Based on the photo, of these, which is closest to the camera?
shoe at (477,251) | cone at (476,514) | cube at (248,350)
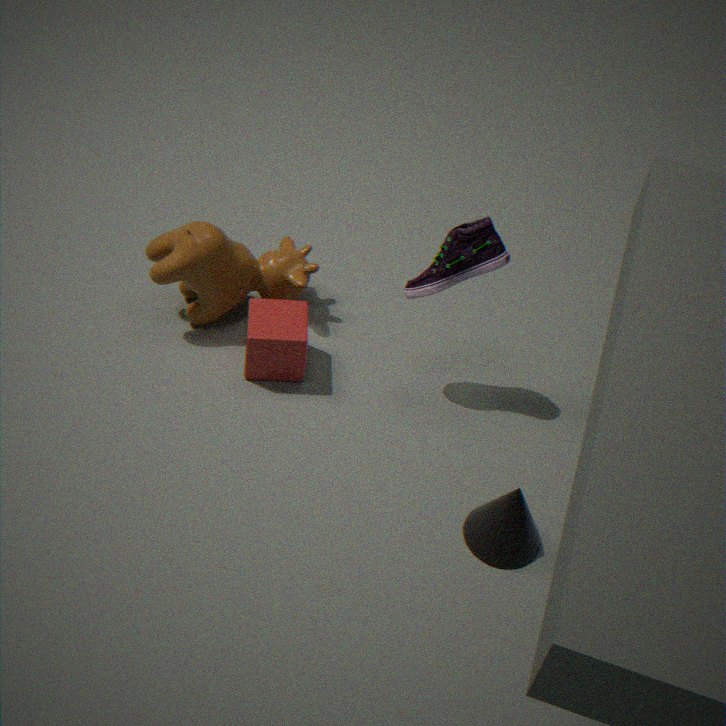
cone at (476,514)
